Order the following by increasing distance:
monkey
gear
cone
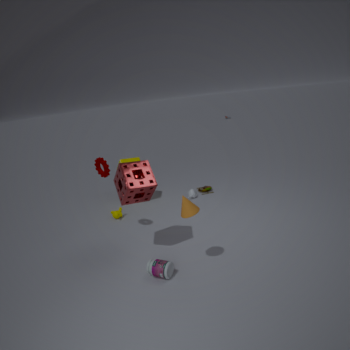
cone
gear
monkey
